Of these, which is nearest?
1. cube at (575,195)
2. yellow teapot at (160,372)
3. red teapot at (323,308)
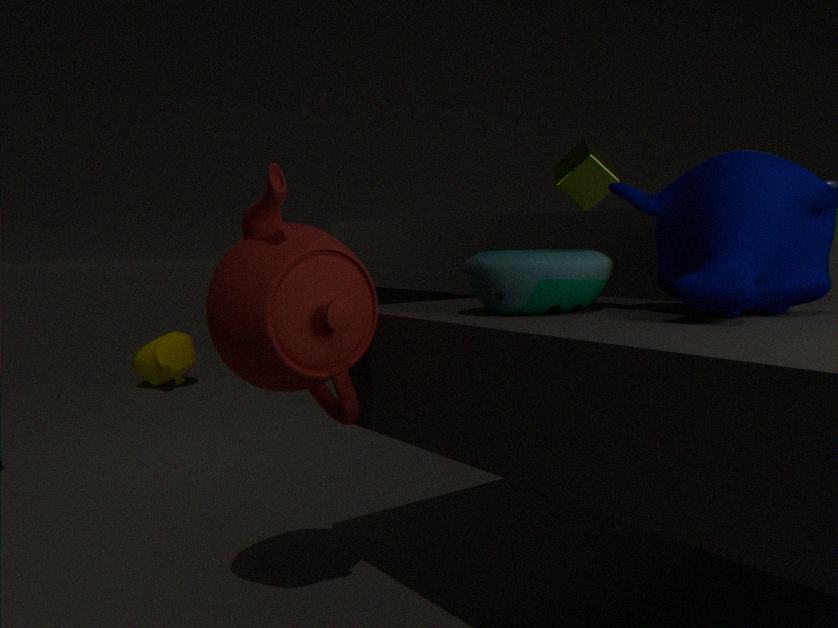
red teapot at (323,308)
